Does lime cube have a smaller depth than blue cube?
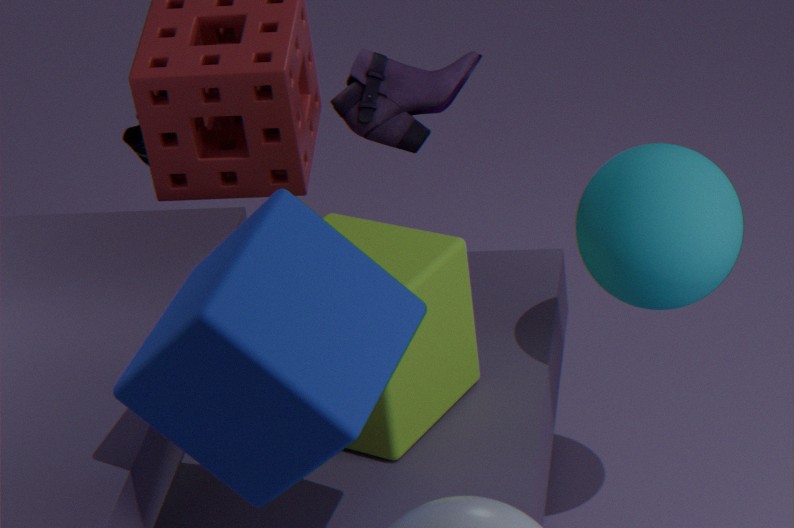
No
